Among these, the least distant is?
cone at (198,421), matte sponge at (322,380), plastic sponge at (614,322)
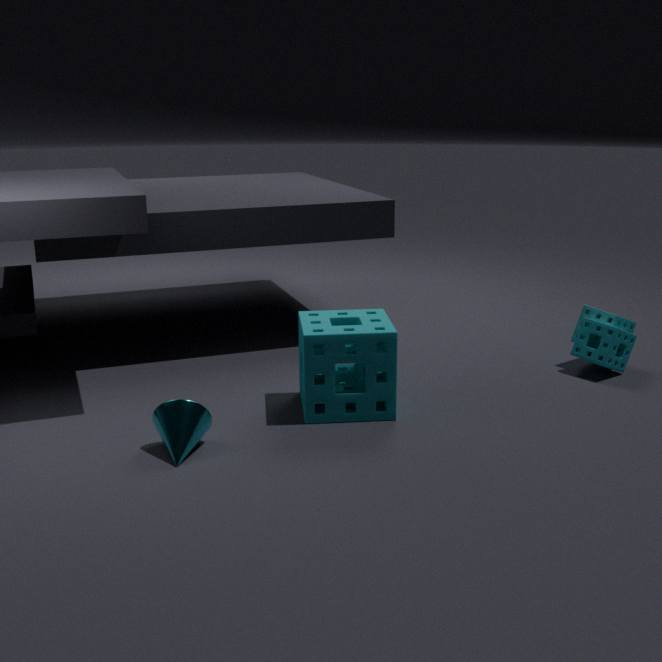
cone at (198,421)
